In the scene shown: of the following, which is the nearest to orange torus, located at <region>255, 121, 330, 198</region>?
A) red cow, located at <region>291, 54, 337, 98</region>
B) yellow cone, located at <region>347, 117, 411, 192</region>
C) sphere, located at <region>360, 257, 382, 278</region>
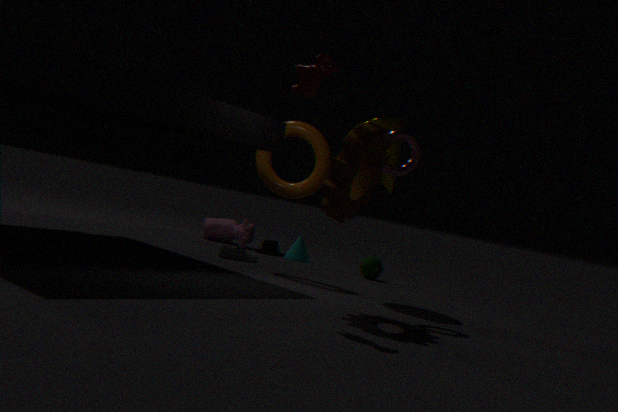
yellow cone, located at <region>347, 117, 411, 192</region>
